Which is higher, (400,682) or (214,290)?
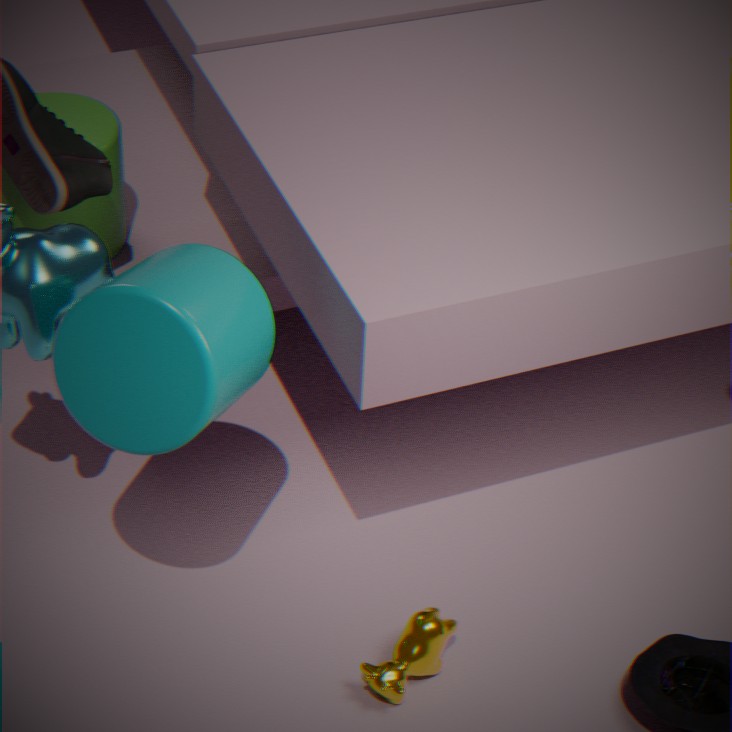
(214,290)
